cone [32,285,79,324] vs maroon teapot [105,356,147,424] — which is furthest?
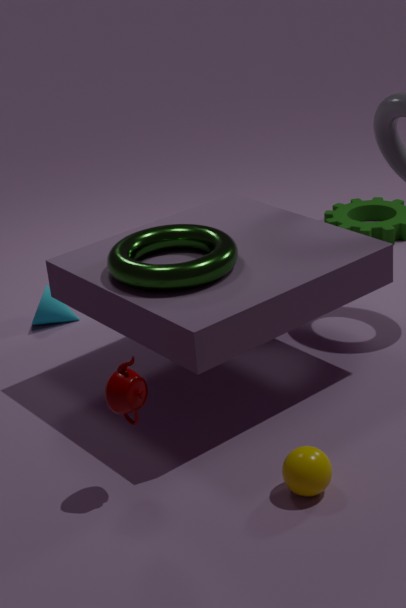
cone [32,285,79,324]
